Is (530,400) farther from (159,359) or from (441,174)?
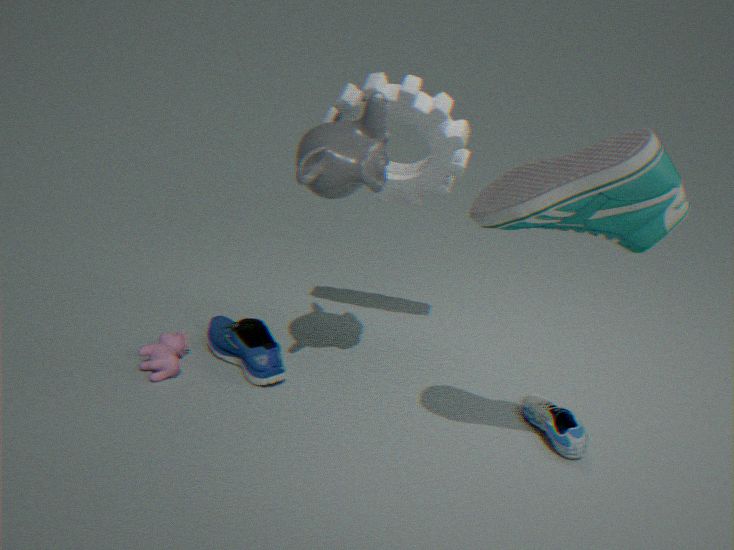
(159,359)
